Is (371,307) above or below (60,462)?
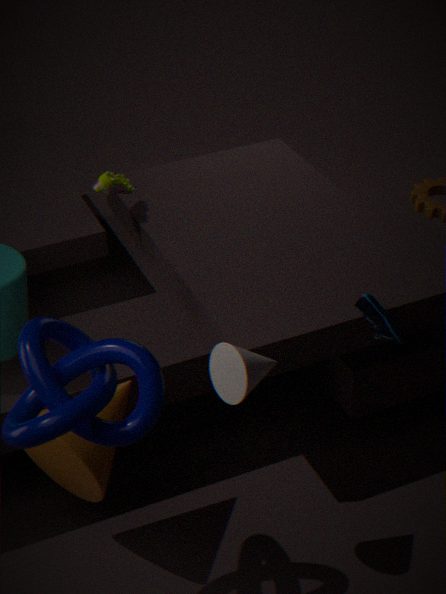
above
